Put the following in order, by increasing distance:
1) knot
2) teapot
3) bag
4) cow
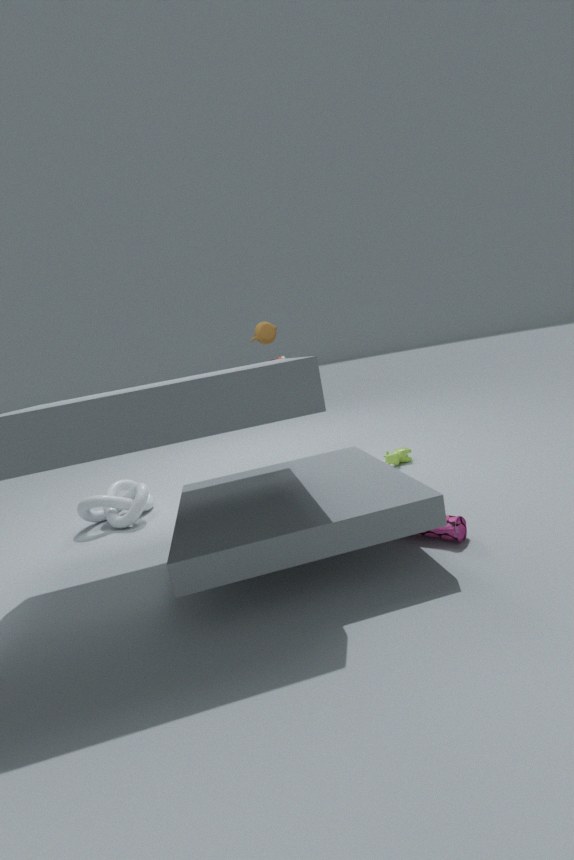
3. bag, 1. knot, 4. cow, 2. teapot
